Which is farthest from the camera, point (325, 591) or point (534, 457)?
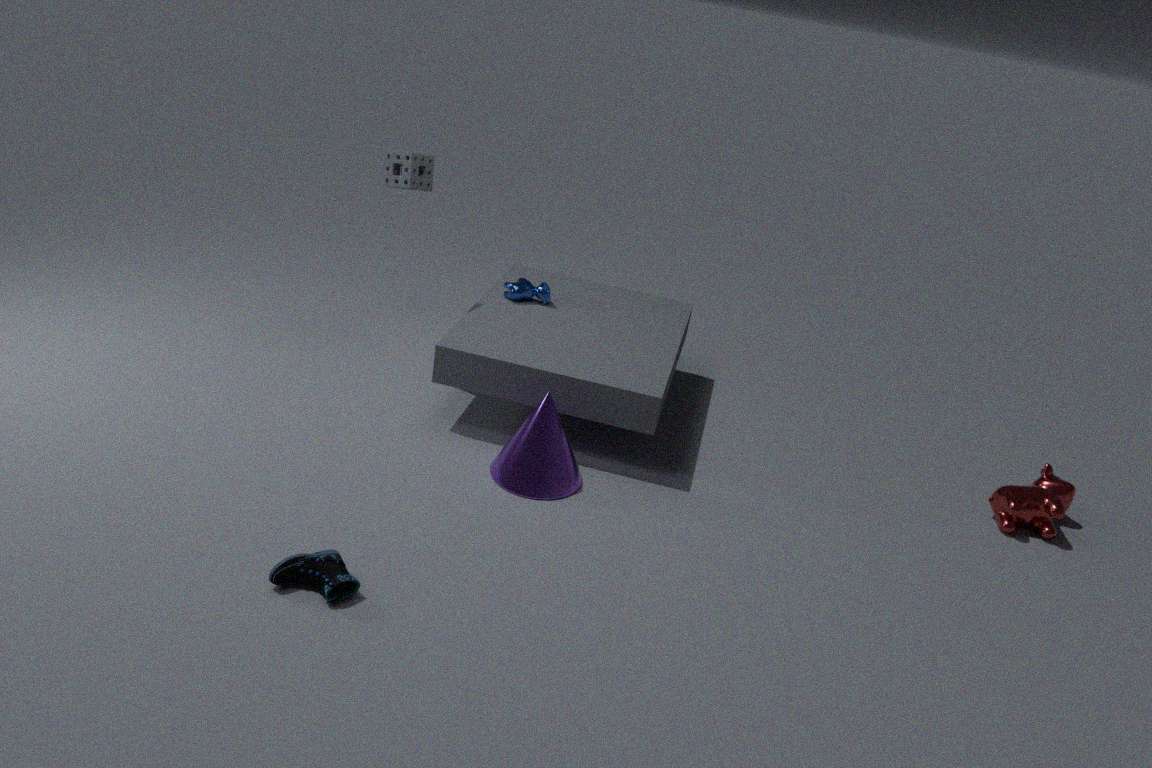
point (534, 457)
